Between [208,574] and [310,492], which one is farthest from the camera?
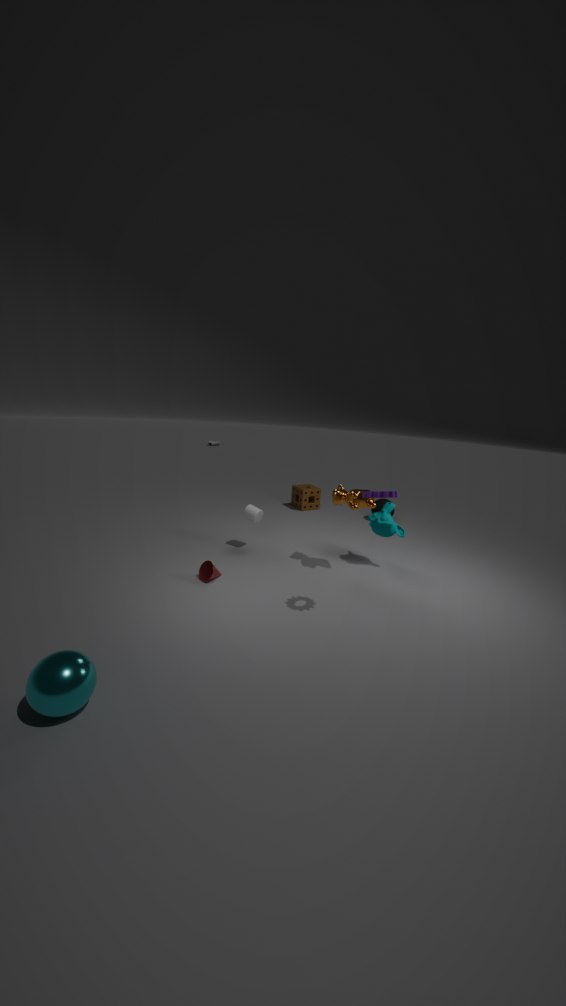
[310,492]
